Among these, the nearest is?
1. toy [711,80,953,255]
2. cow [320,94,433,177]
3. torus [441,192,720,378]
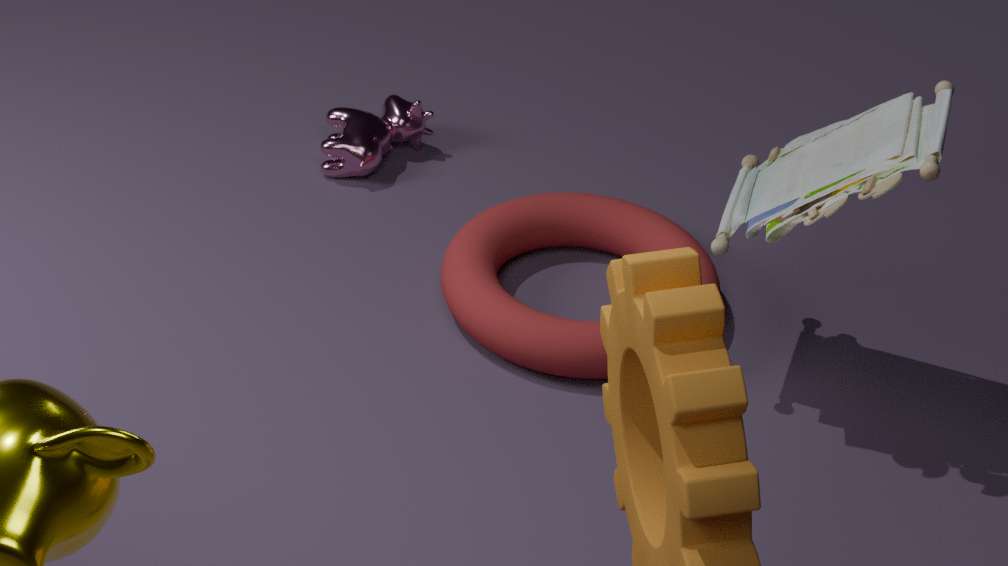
toy [711,80,953,255]
